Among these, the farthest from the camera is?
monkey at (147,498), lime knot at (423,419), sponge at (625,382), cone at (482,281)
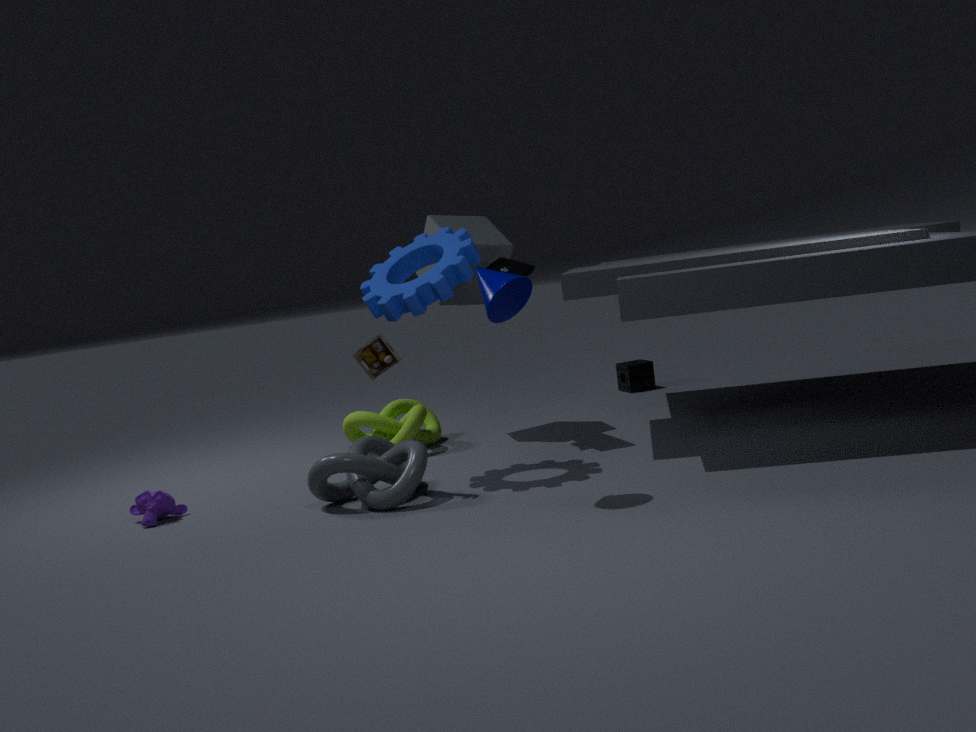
sponge at (625,382)
